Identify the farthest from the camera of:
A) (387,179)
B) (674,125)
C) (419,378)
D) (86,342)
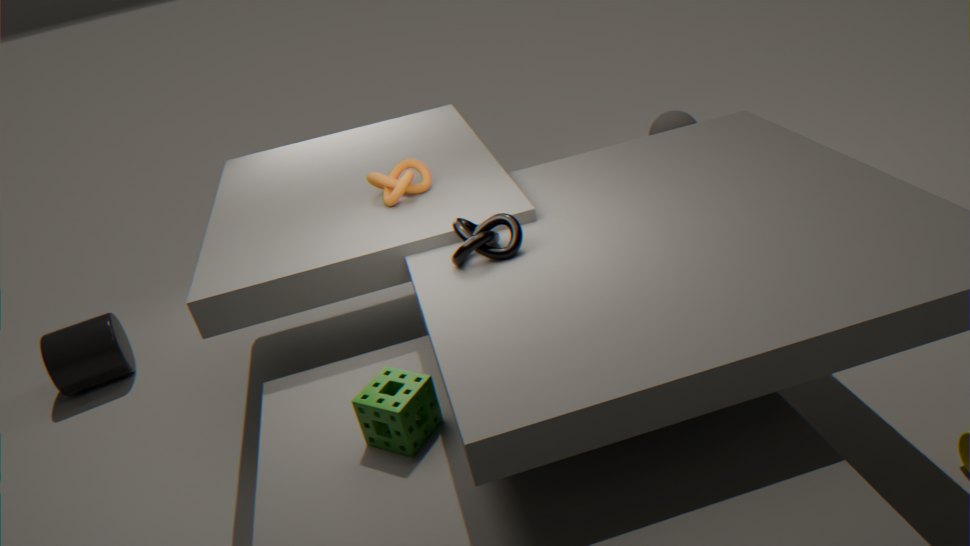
(674,125)
